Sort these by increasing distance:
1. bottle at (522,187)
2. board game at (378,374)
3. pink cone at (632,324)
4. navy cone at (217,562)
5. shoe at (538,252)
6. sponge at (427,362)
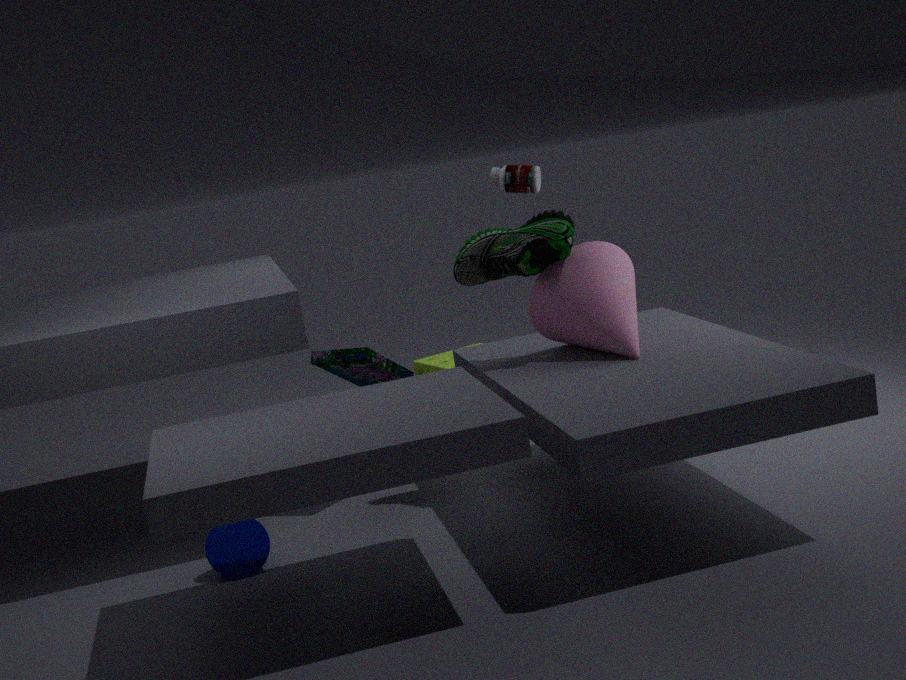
1. navy cone at (217,562)
2. pink cone at (632,324)
3. shoe at (538,252)
4. board game at (378,374)
5. bottle at (522,187)
6. sponge at (427,362)
